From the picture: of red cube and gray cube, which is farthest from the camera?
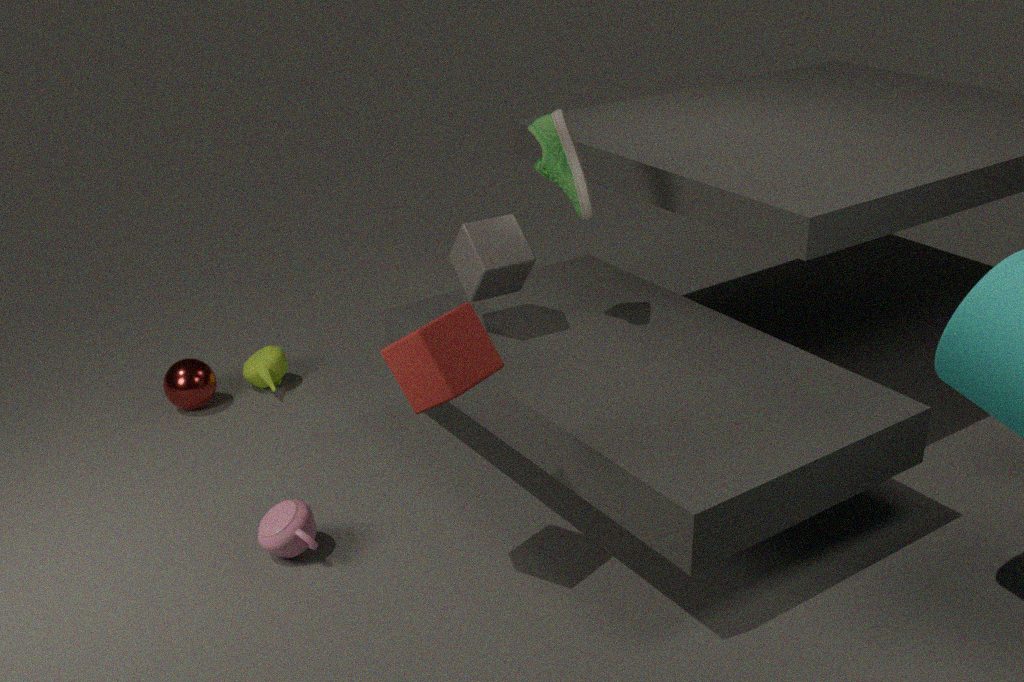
gray cube
